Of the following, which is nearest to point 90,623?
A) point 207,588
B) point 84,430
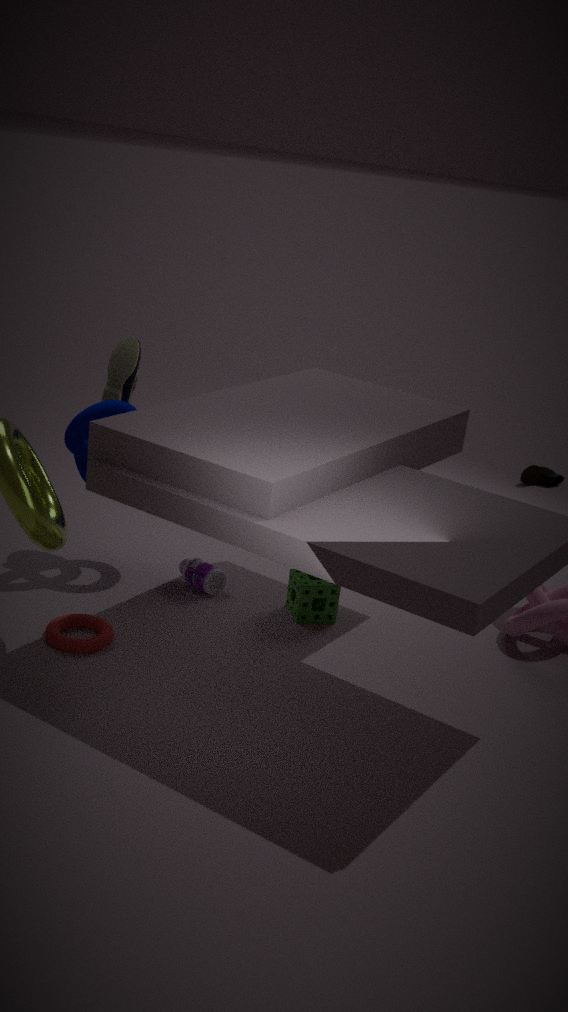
point 207,588
